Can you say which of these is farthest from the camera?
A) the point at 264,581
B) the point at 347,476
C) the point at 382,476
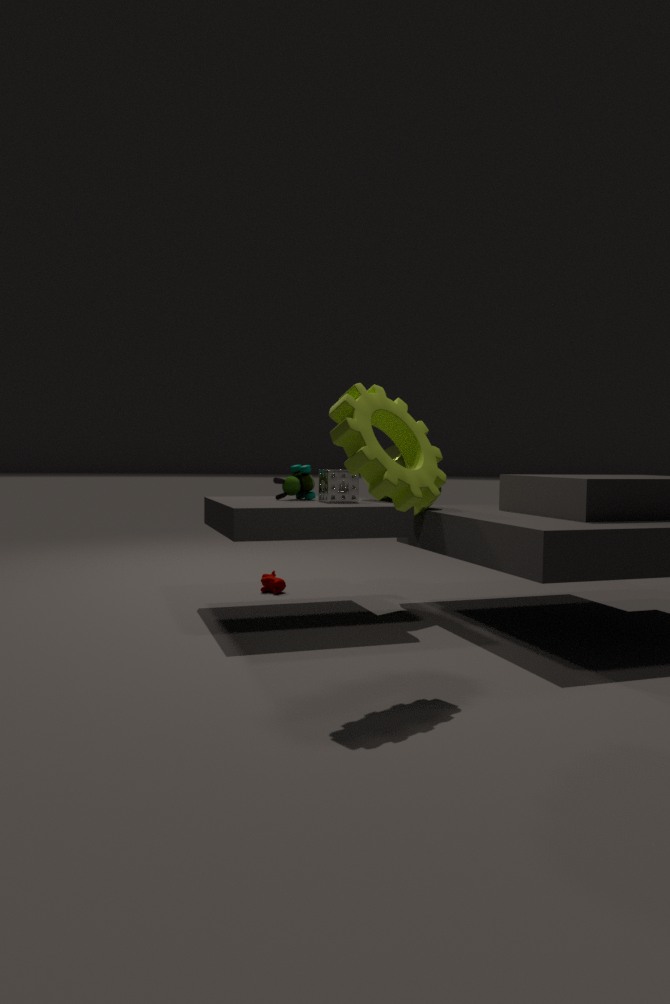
the point at 264,581
